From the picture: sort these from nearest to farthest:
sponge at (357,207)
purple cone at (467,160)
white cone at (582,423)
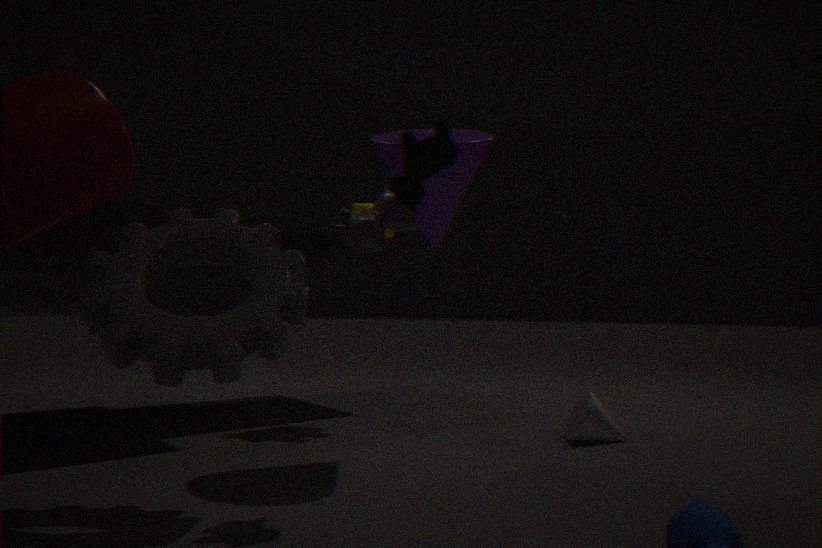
purple cone at (467,160), white cone at (582,423), sponge at (357,207)
